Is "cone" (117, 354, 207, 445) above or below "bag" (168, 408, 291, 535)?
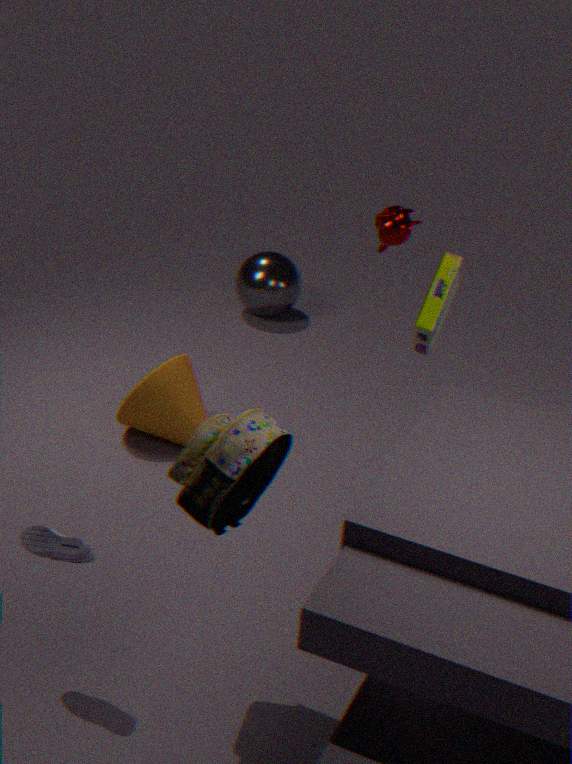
below
